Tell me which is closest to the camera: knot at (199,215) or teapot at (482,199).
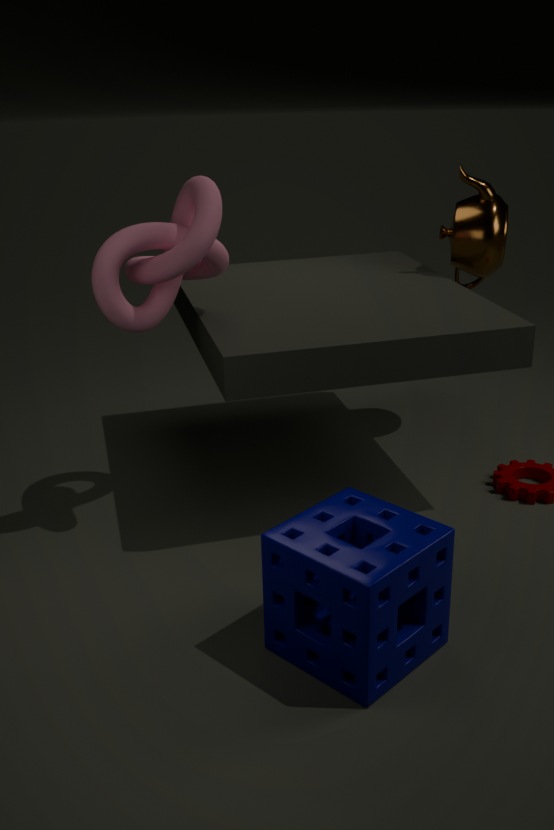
knot at (199,215)
